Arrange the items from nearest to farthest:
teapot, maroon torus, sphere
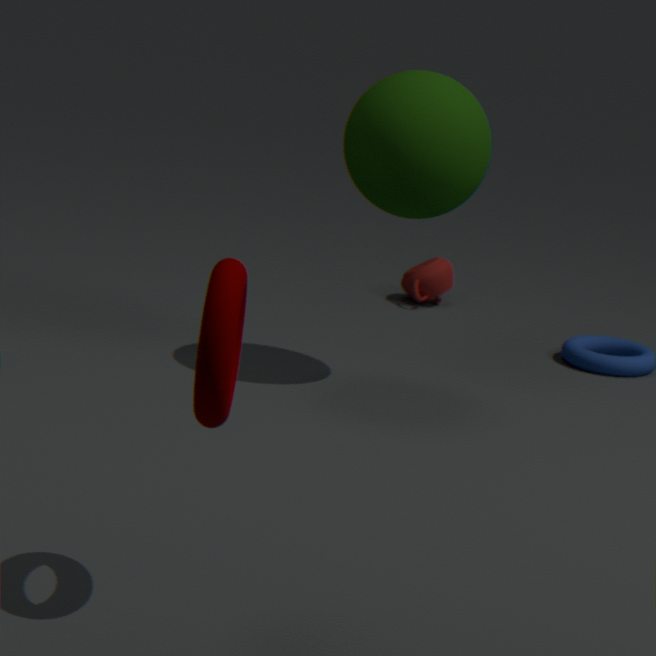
maroon torus, sphere, teapot
